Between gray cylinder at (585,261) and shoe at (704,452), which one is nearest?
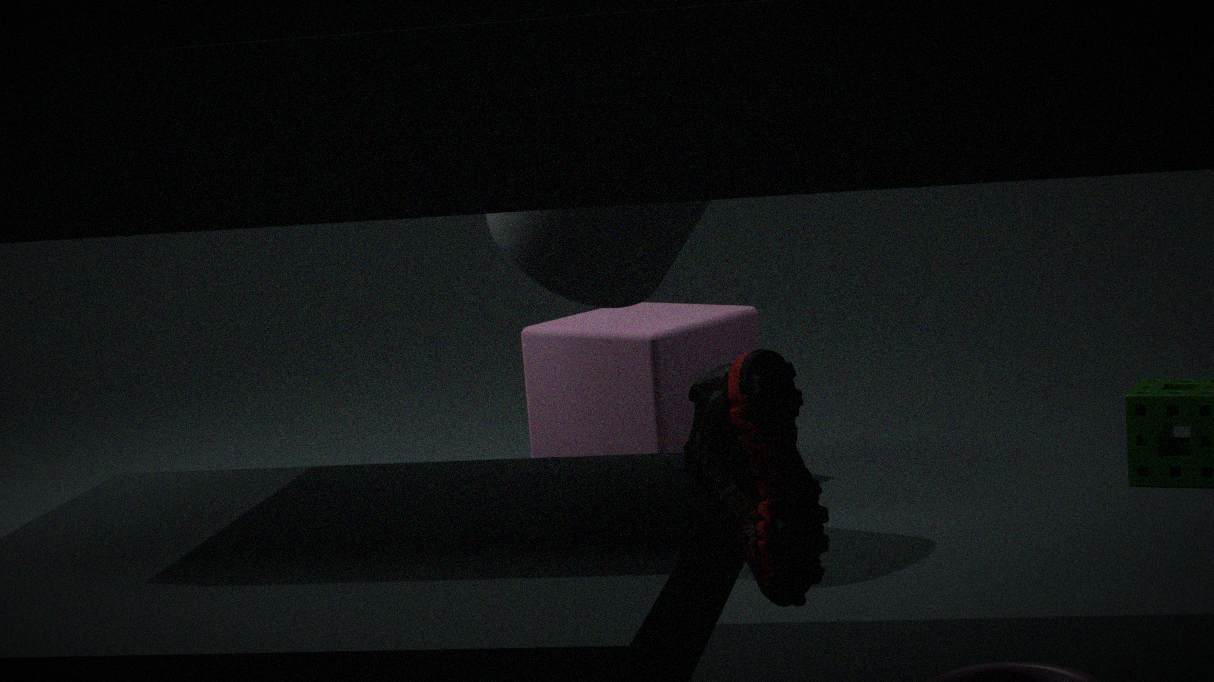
shoe at (704,452)
